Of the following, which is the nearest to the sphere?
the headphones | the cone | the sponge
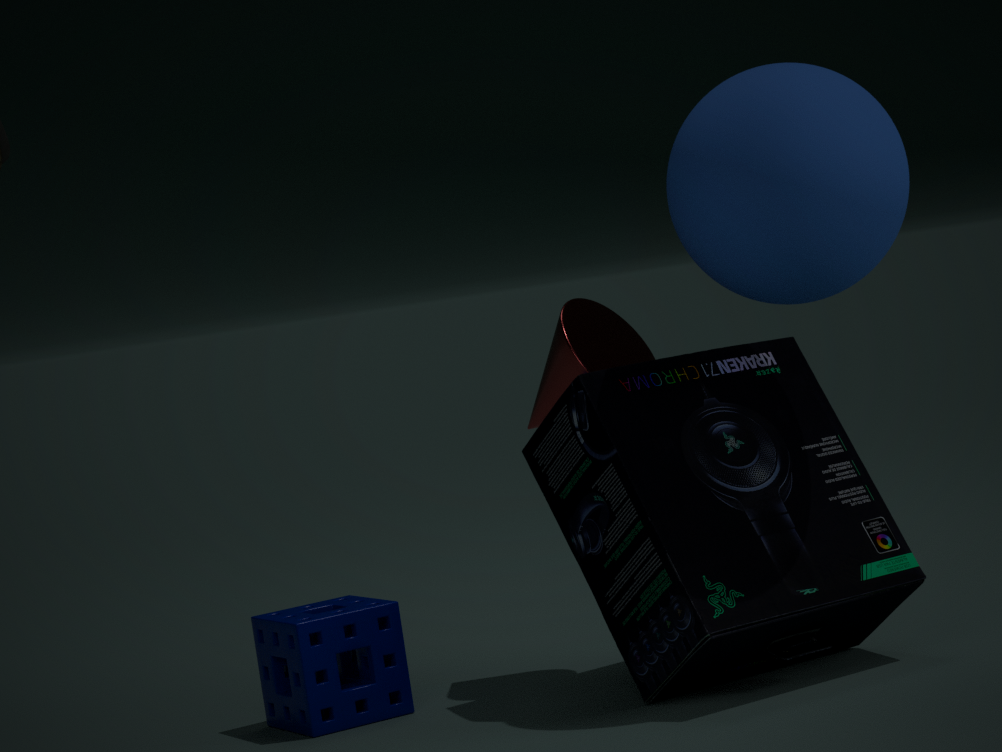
the headphones
